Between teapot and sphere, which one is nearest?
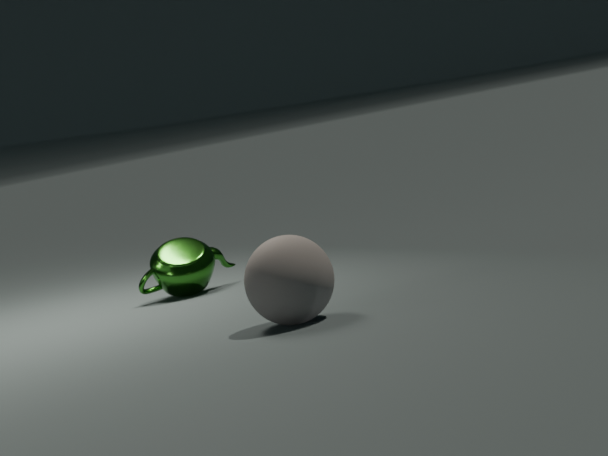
sphere
